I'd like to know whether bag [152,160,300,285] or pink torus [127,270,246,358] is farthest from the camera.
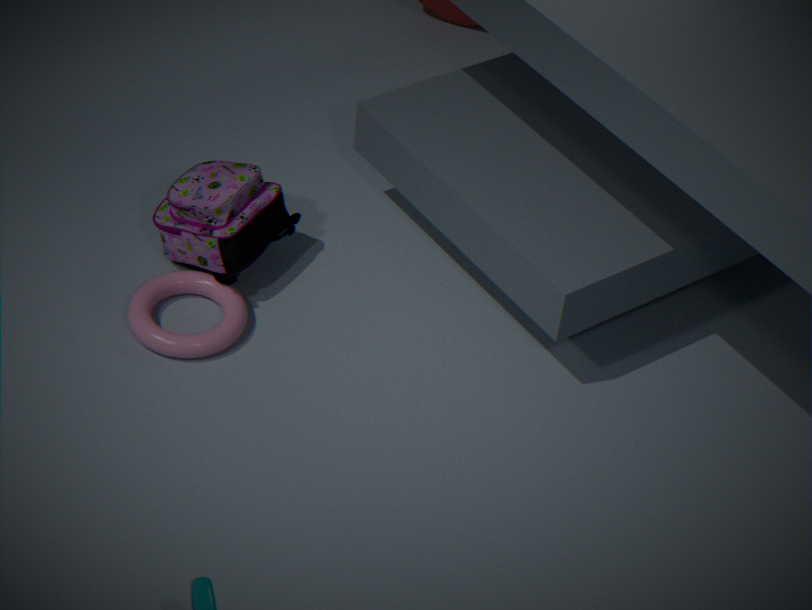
bag [152,160,300,285]
